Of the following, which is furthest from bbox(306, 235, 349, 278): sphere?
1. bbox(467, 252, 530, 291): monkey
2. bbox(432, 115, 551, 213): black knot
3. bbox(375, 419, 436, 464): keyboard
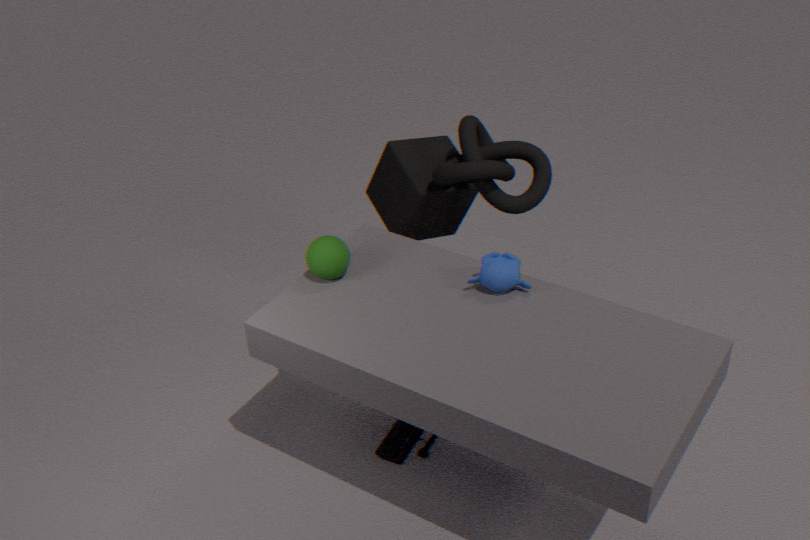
bbox(375, 419, 436, 464): keyboard
